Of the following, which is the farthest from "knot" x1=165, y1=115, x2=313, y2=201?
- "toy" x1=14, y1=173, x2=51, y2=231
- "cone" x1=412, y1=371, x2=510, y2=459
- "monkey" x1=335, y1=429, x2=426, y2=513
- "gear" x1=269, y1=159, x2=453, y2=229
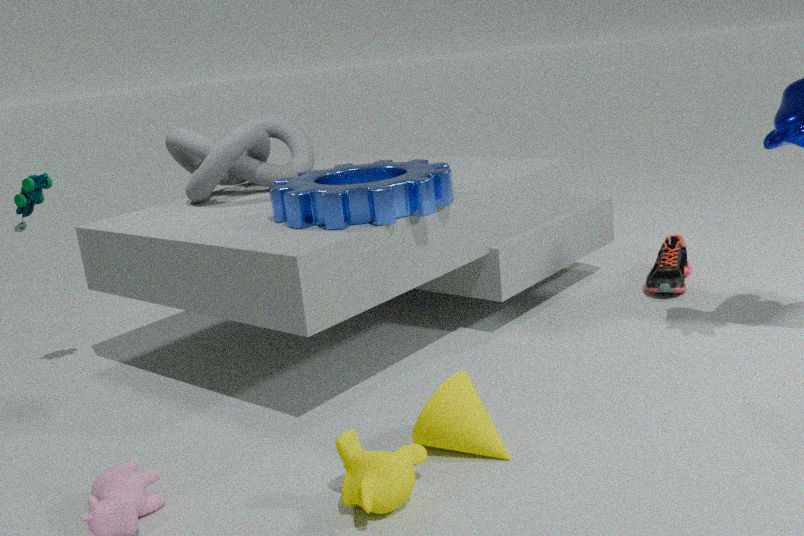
"monkey" x1=335, y1=429, x2=426, y2=513
